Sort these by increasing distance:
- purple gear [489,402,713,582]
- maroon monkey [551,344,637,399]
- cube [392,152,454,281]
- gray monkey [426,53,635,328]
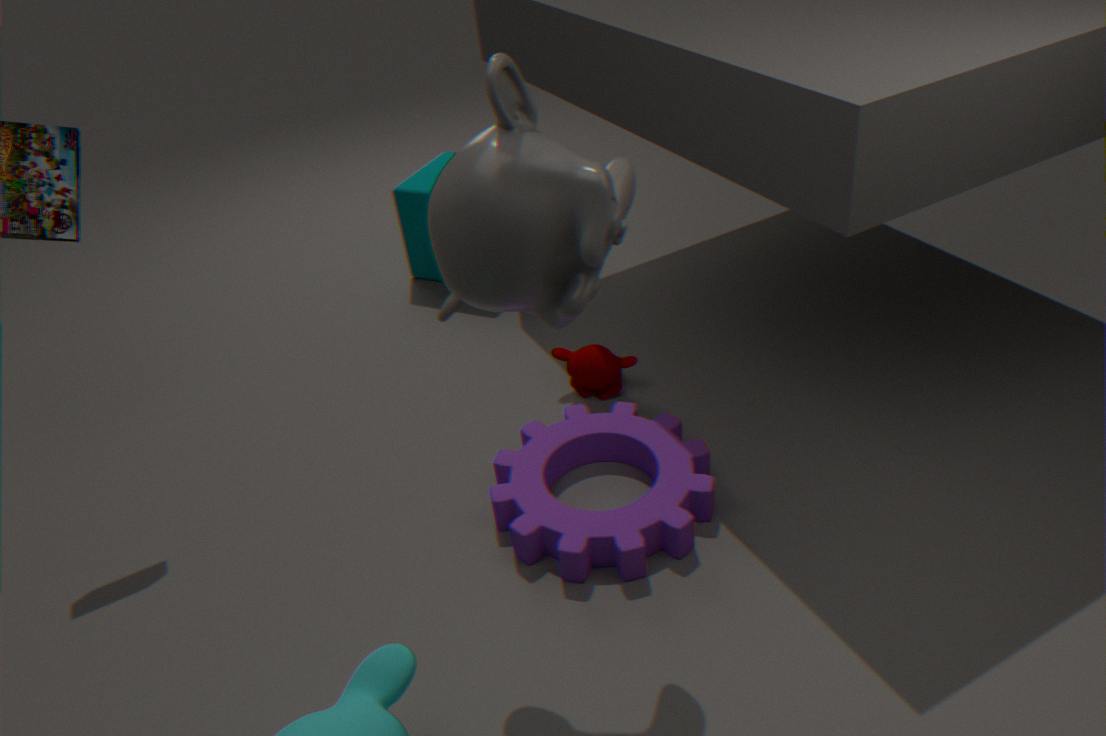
gray monkey [426,53,635,328], purple gear [489,402,713,582], maroon monkey [551,344,637,399], cube [392,152,454,281]
